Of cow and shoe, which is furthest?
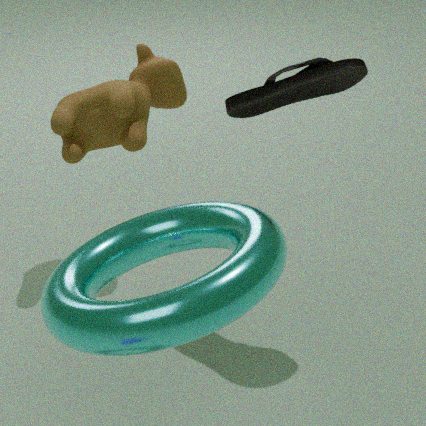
cow
